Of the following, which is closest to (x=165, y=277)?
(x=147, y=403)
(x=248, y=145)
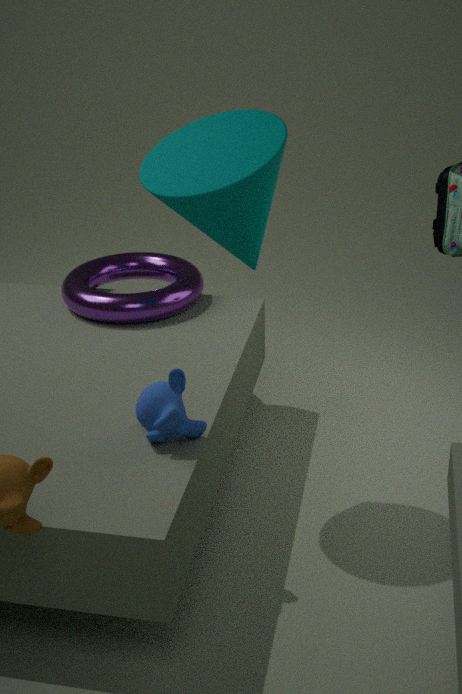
(x=248, y=145)
